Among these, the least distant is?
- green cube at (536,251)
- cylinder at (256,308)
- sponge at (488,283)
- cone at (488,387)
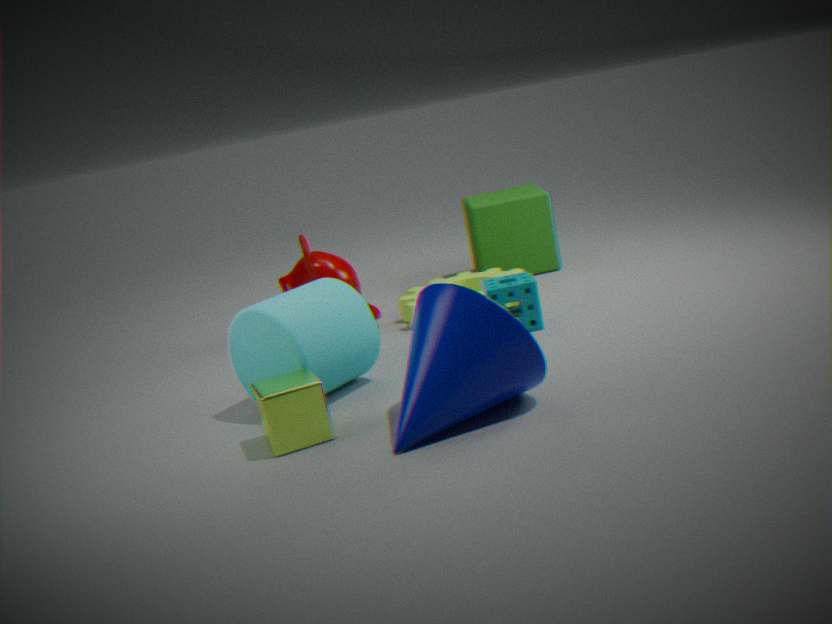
cone at (488,387)
